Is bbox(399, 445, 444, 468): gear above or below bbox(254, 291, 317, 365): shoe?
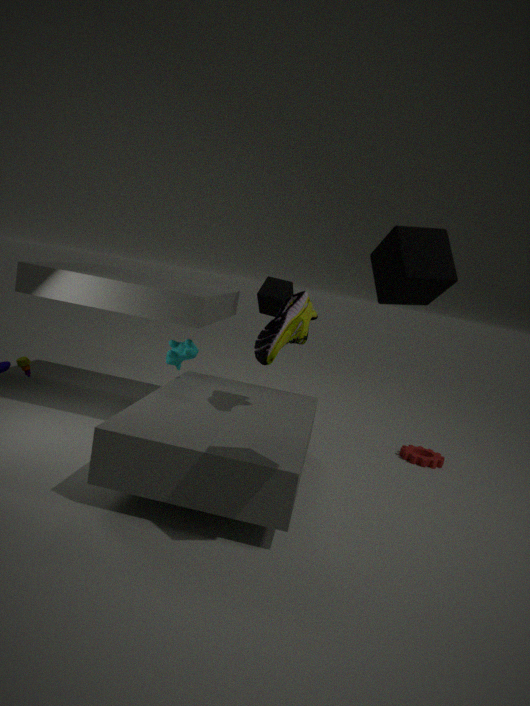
below
